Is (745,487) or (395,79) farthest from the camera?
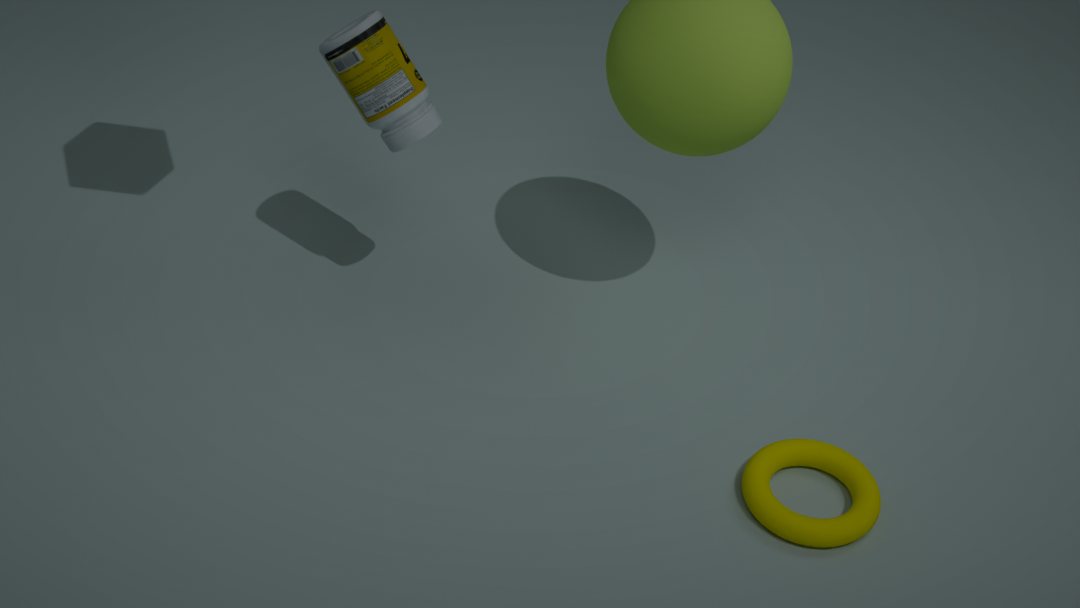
(745,487)
